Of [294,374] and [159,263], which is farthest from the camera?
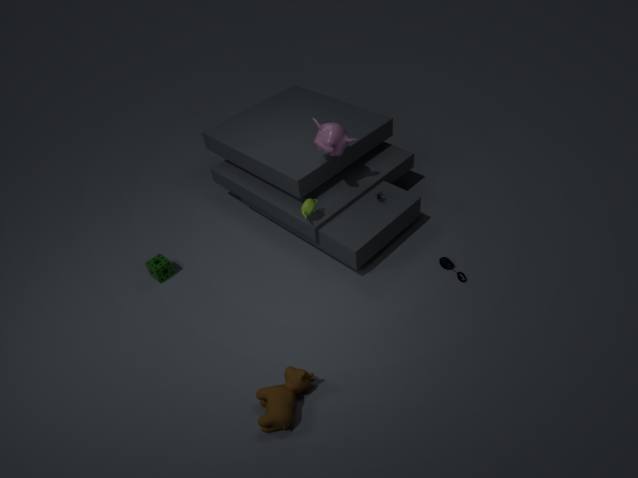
[159,263]
